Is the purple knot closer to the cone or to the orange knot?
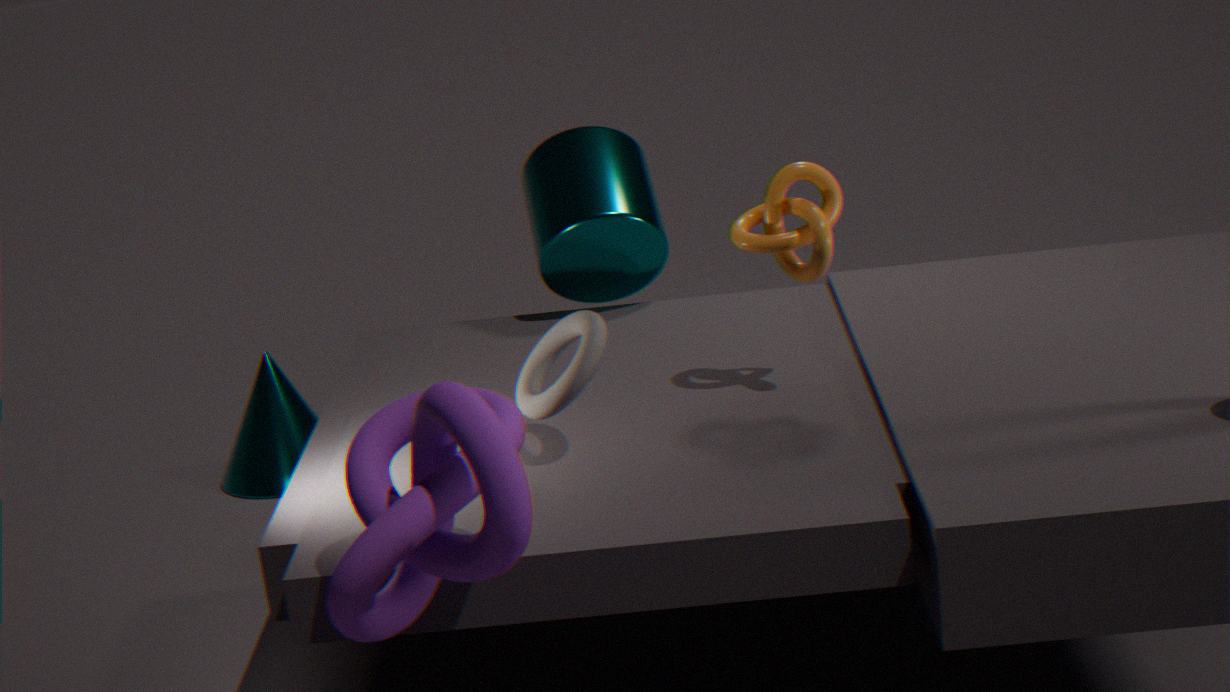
the orange knot
